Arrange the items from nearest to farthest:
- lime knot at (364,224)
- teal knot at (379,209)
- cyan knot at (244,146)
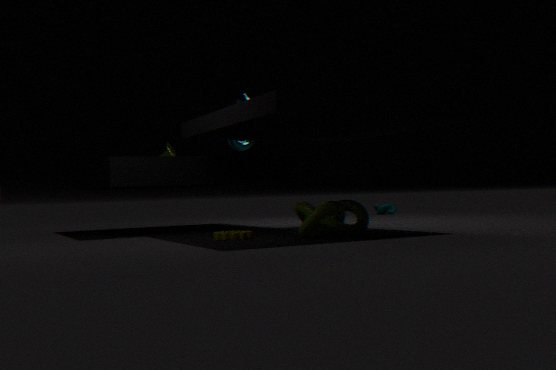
1. lime knot at (364,224)
2. cyan knot at (244,146)
3. teal knot at (379,209)
